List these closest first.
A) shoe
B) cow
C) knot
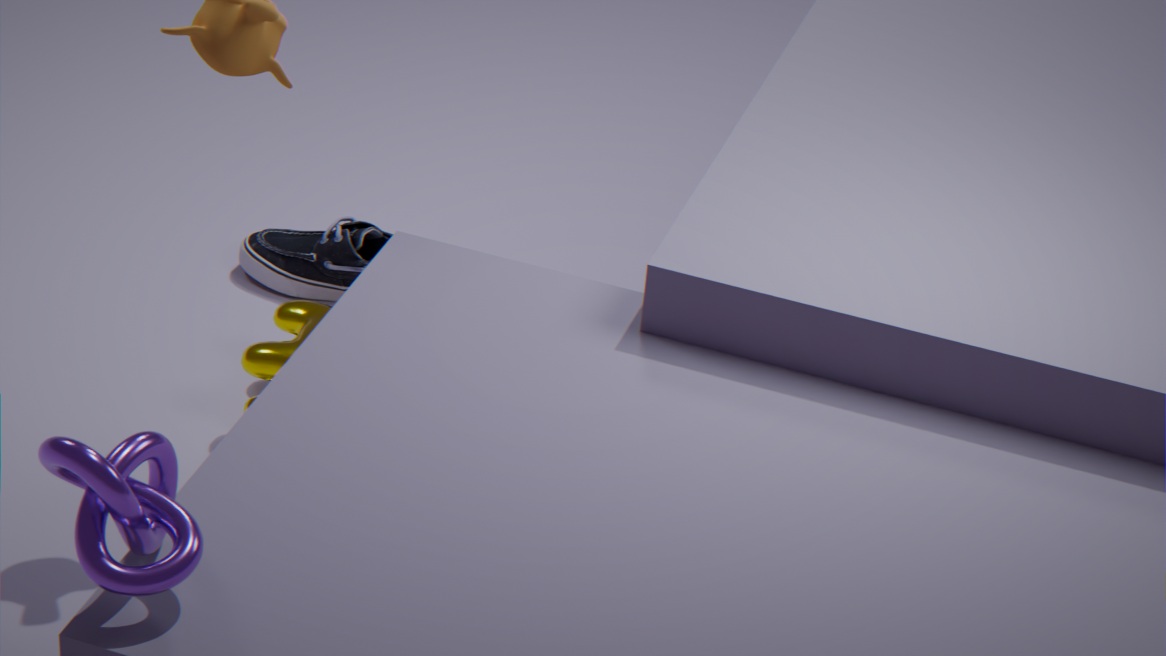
C. knot
B. cow
A. shoe
